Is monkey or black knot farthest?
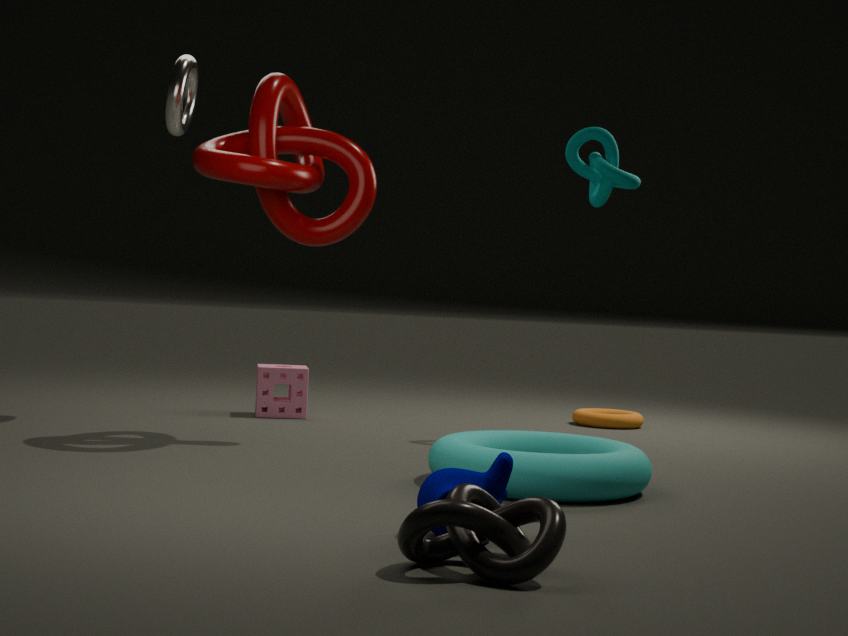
monkey
